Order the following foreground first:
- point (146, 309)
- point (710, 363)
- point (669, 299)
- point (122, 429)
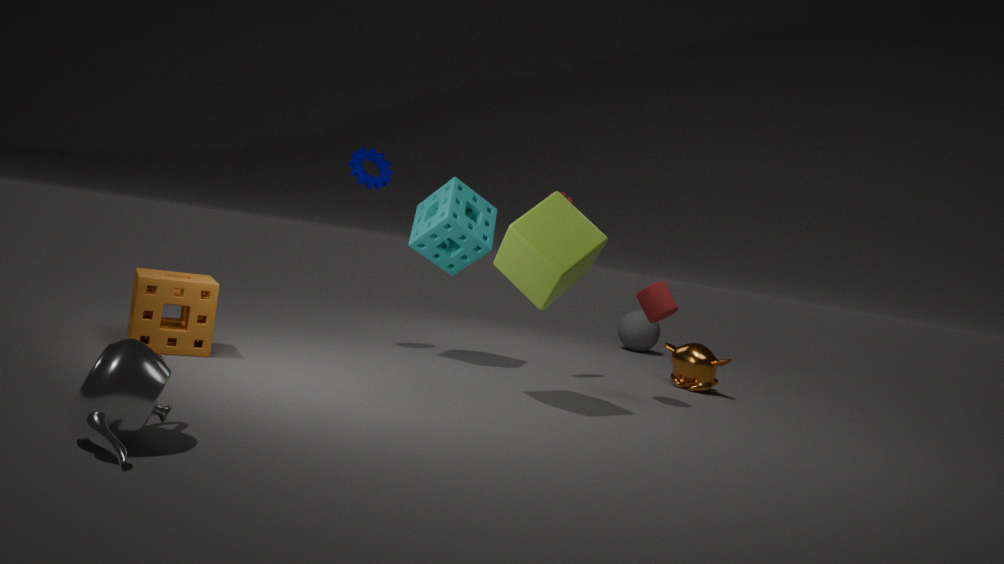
point (122, 429) < point (146, 309) < point (669, 299) < point (710, 363)
